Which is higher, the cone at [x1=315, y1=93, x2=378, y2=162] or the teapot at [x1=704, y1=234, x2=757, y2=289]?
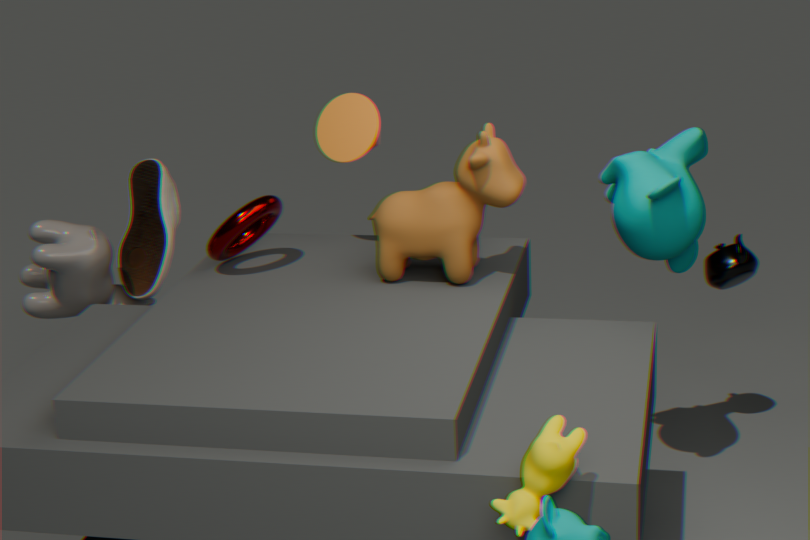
the cone at [x1=315, y1=93, x2=378, y2=162]
